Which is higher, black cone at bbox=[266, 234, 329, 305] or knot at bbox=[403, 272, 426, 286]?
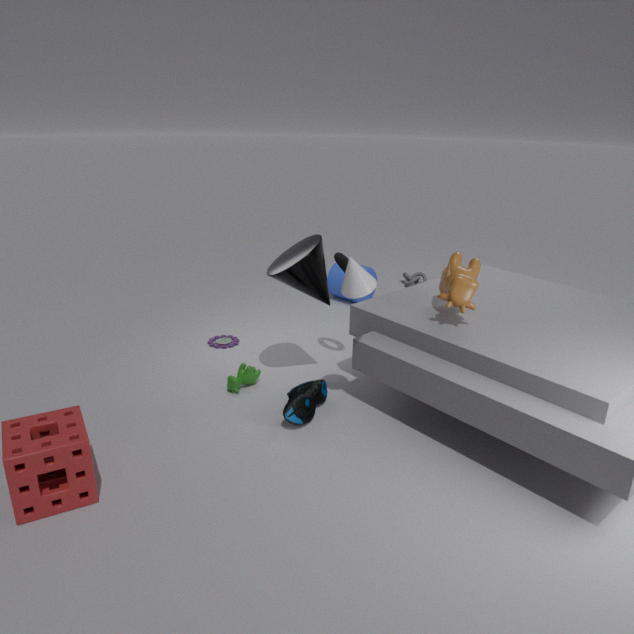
black cone at bbox=[266, 234, 329, 305]
